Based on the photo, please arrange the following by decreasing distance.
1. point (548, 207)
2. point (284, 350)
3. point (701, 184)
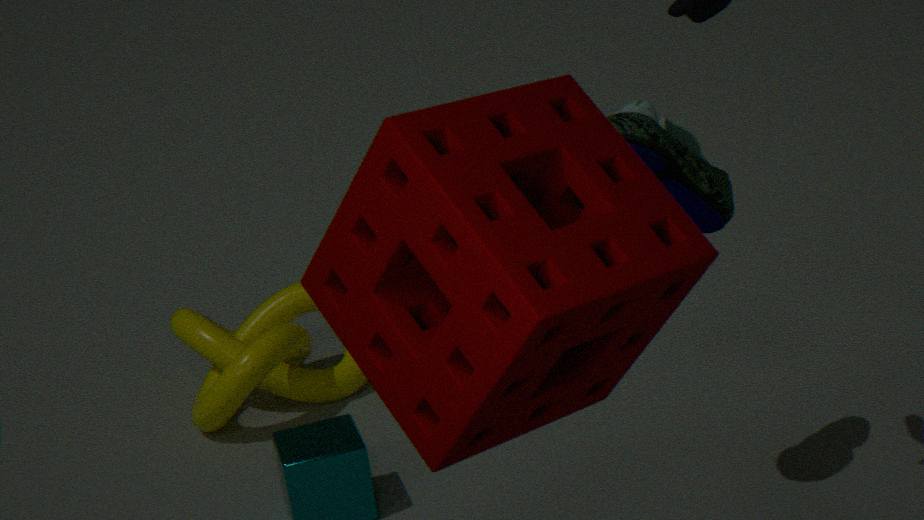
point (284, 350) < point (701, 184) < point (548, 207)
